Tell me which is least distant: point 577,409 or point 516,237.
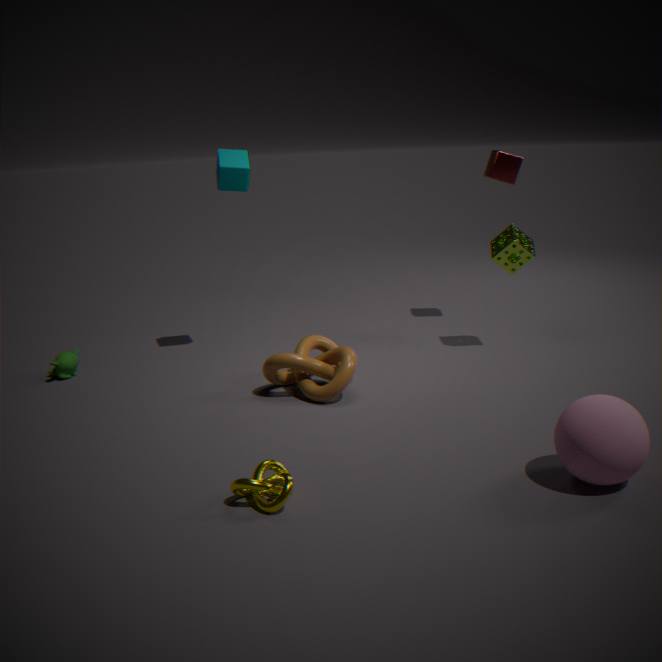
point 577,409
